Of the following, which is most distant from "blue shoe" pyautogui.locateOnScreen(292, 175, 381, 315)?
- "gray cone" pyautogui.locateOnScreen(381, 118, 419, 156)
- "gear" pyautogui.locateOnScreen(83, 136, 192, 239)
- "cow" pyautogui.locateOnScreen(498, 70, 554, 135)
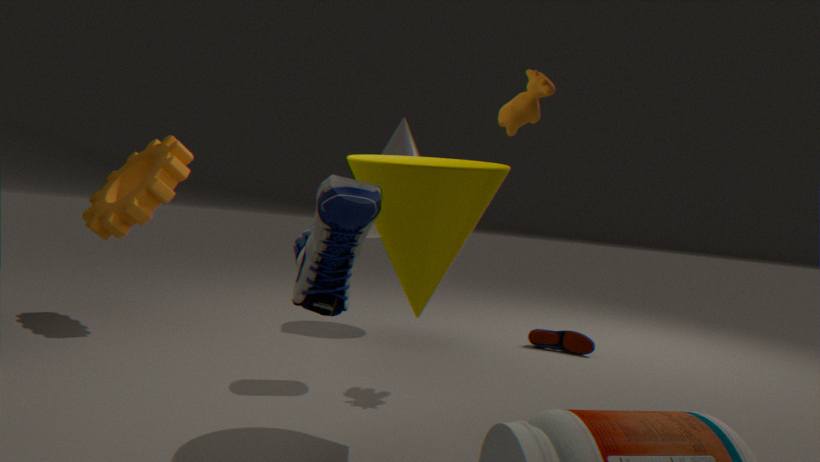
"gray cone" pyautogui.locateOnScreen(381, 118, 419, 156)
